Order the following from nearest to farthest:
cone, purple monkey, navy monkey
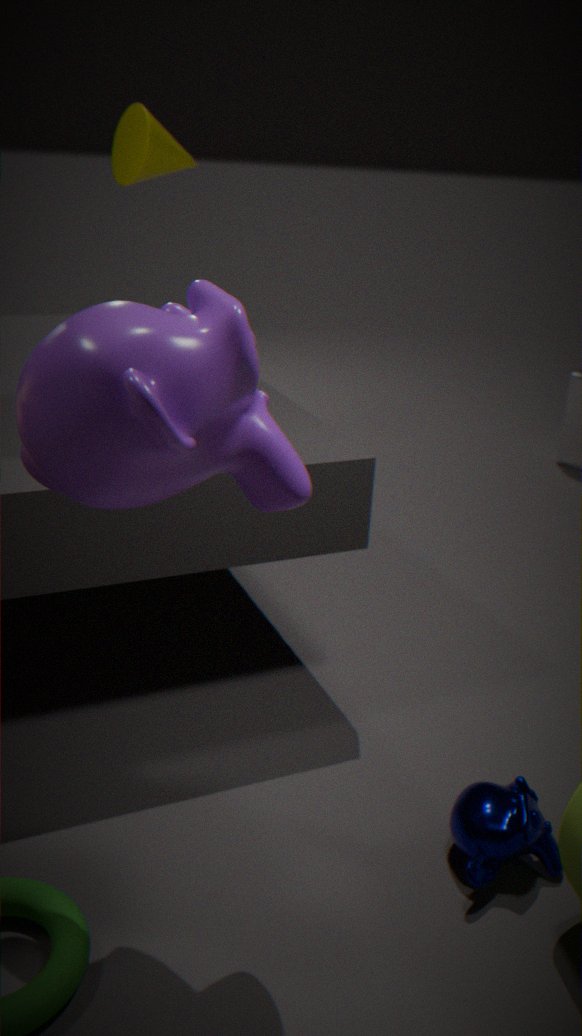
purple monkey
navy monkey
cone
